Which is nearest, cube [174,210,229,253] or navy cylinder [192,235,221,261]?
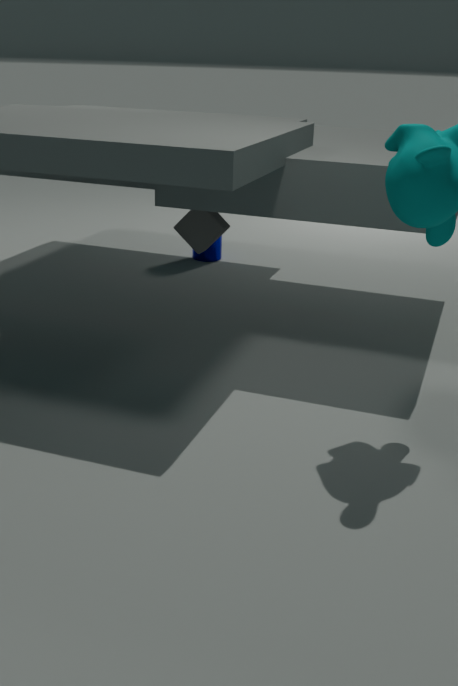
cube [174,210,229,253]
